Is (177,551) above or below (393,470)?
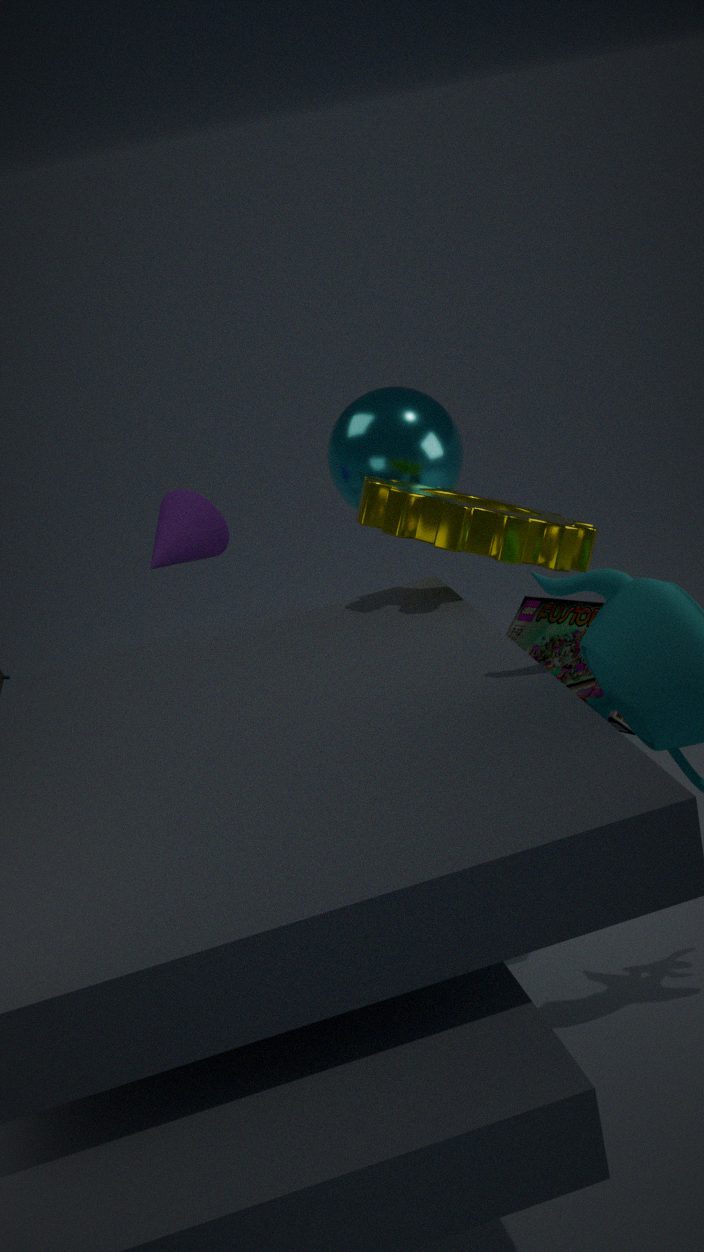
below
